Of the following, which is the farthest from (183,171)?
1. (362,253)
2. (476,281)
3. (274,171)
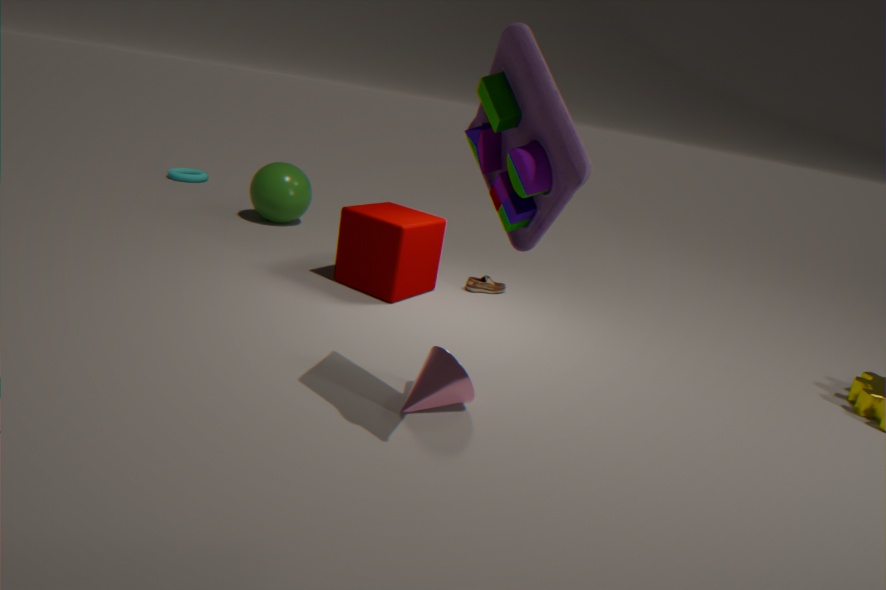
(476,281)
